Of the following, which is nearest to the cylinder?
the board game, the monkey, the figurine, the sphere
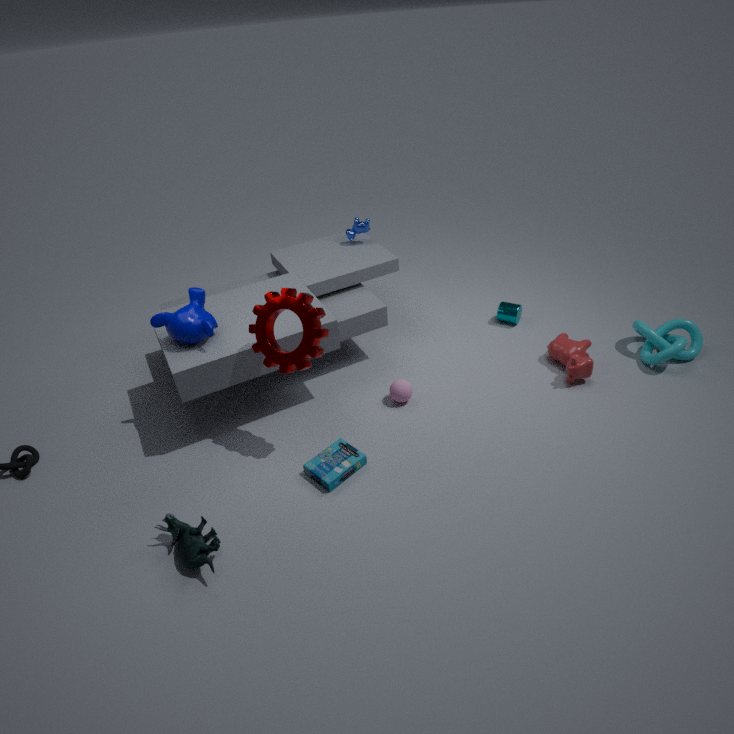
the sphere
